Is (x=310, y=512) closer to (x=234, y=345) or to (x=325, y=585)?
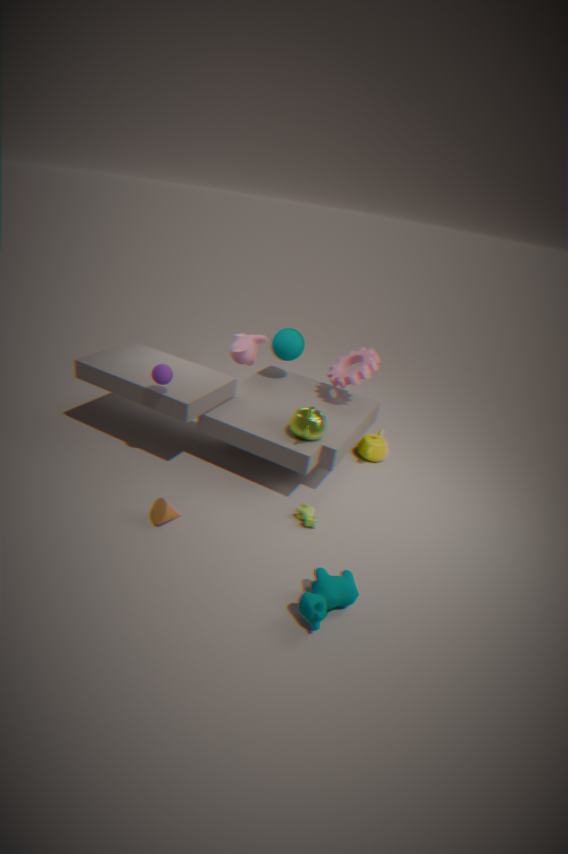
(x=325, y=585)
